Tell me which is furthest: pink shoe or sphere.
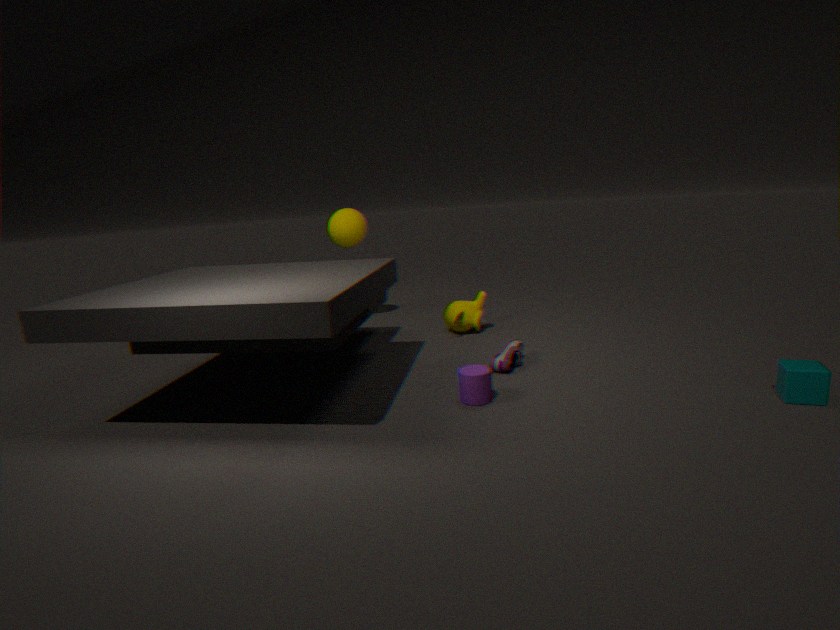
sphere
